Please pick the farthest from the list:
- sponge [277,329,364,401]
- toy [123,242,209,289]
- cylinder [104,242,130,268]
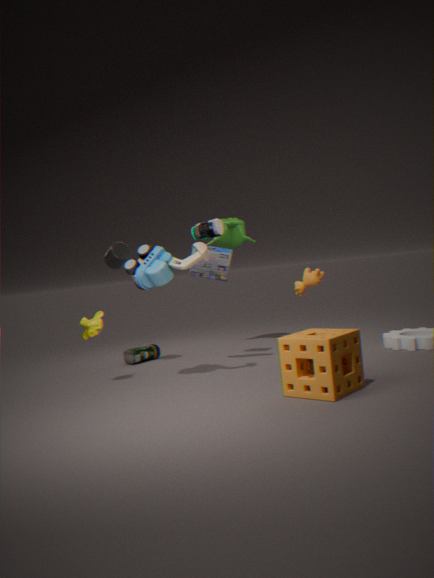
cylinder [104,242,130,268]
